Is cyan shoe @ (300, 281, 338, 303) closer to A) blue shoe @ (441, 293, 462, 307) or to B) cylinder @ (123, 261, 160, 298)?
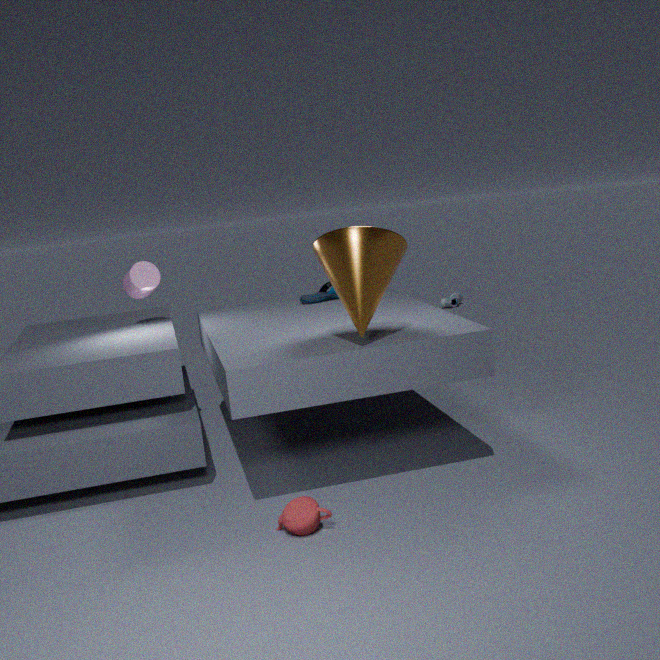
B) cylinder @ (123, 261, 160, 298)
